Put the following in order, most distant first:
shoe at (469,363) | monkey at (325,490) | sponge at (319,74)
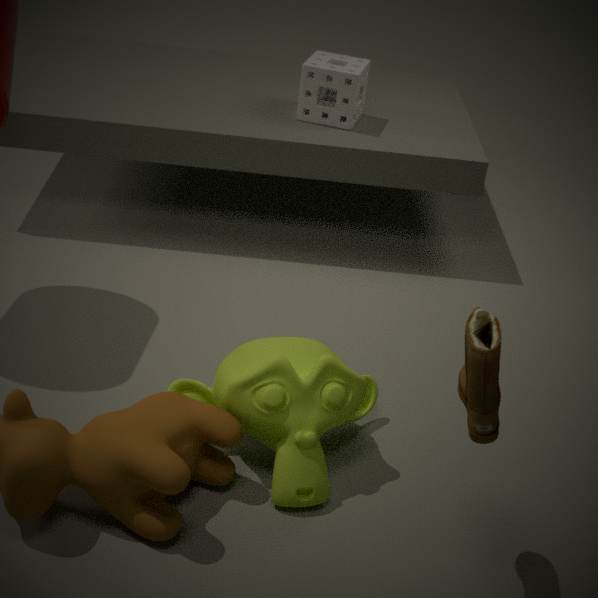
sponge at (319,74) < monkey at (325,490) < shoe at (469,363)
